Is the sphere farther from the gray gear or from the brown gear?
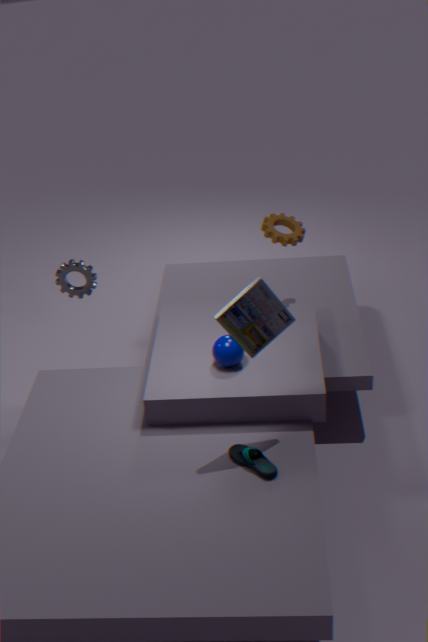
the gray gear
